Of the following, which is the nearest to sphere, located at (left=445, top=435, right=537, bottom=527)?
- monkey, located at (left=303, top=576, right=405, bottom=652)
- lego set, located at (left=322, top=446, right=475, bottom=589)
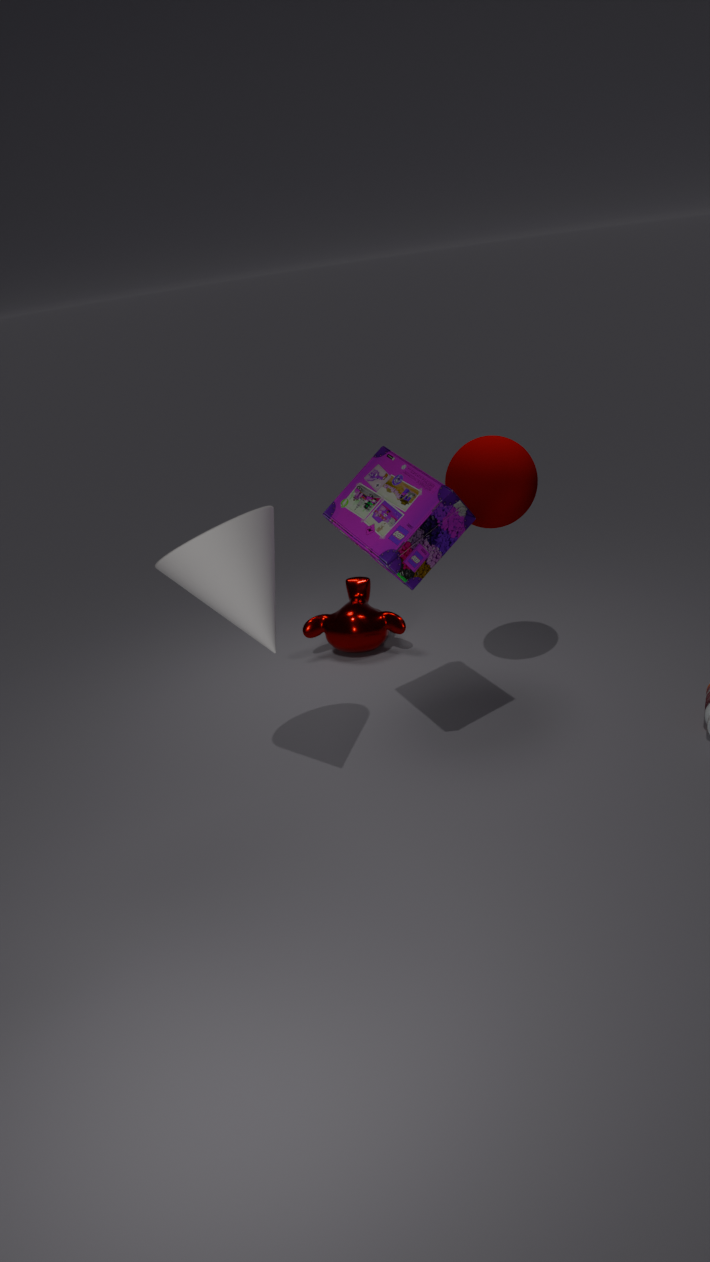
lego set, located at (left=322, top=446, right=475, bottom=589)
